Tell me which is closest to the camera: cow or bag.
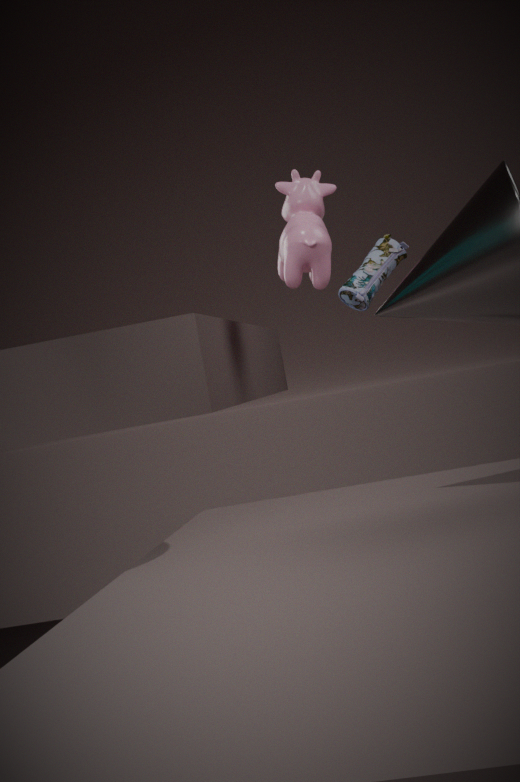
cow
